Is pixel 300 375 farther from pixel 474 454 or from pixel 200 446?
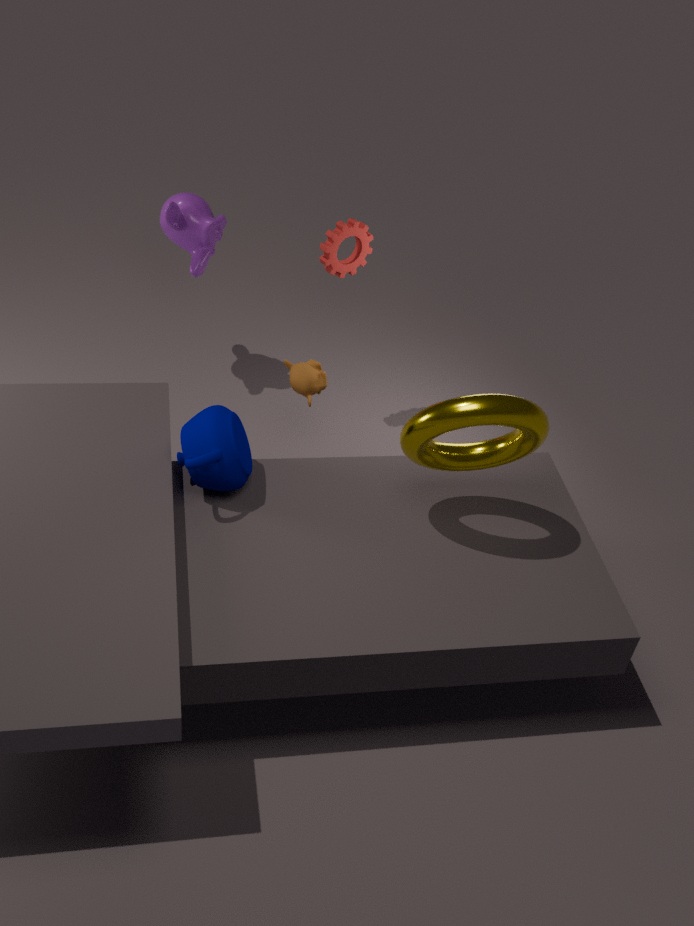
pixel 474 454
